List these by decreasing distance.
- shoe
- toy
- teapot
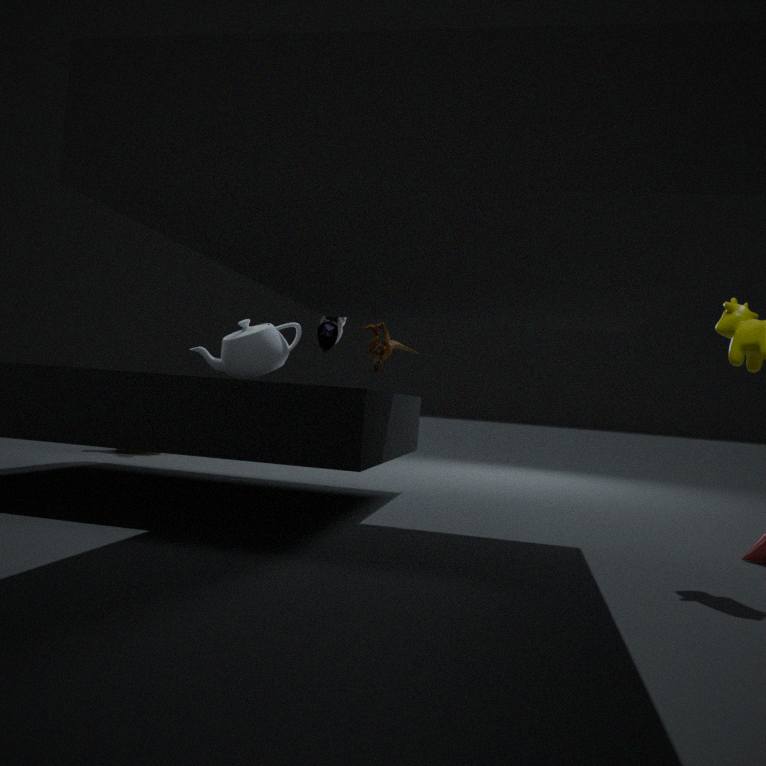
shoe → teapot → toy
